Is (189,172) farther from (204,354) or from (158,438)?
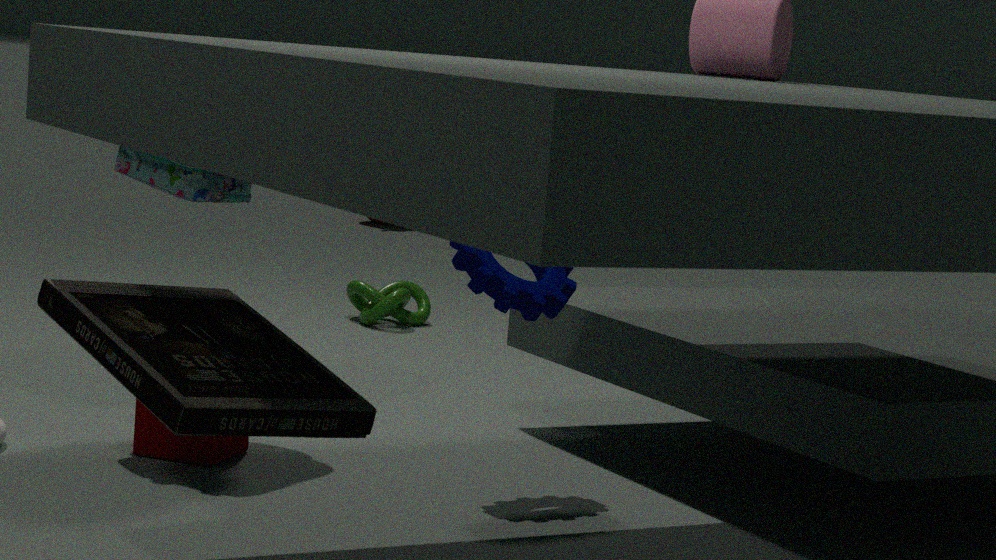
(204,354)
